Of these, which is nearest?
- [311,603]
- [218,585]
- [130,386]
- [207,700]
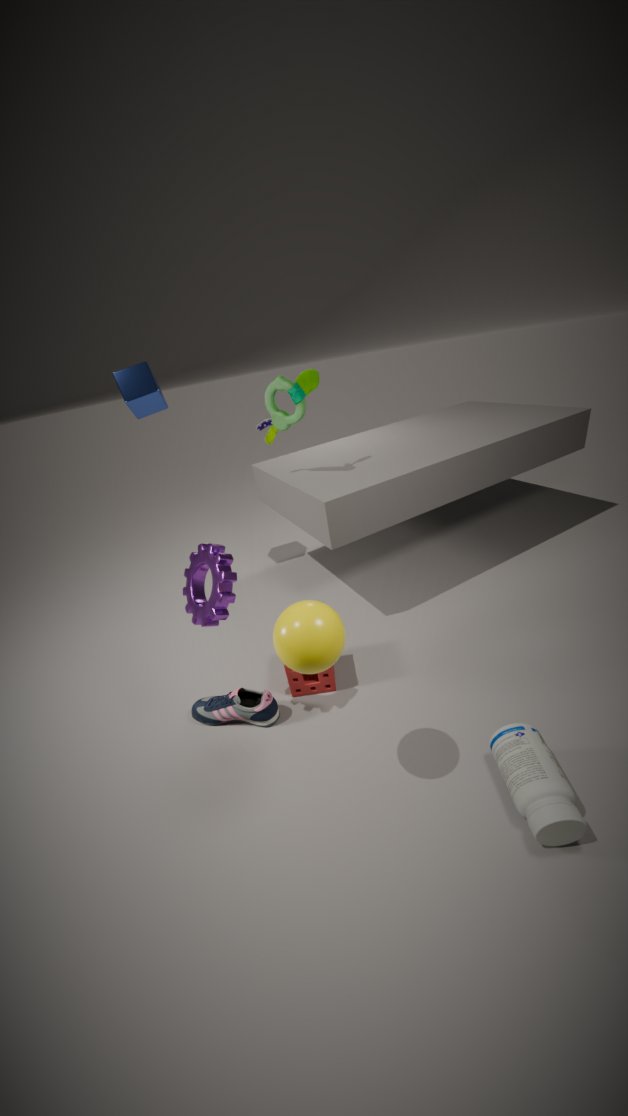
[311,603]
